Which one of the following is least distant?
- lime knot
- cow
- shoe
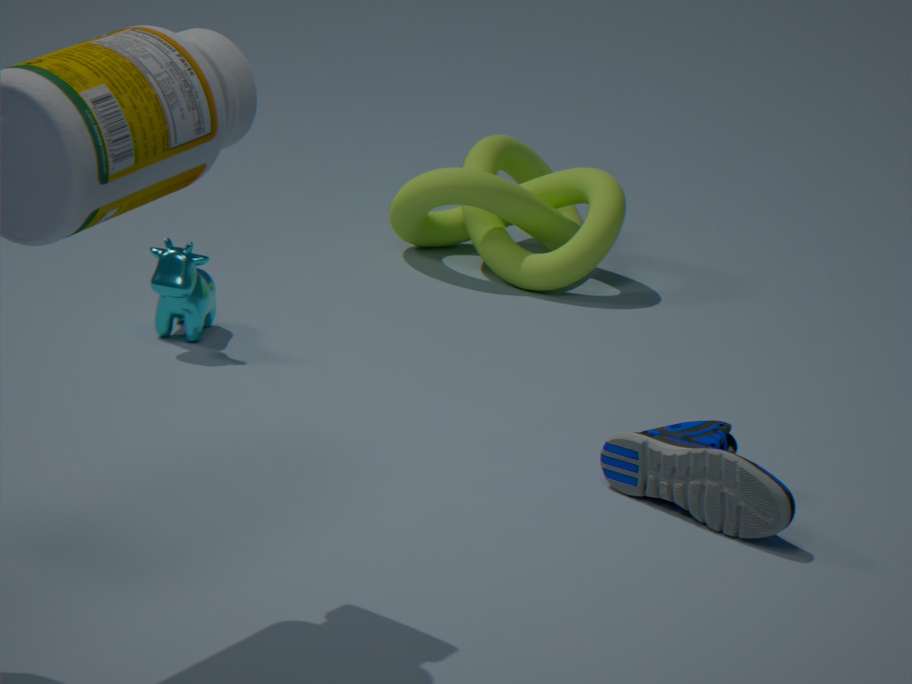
shoe
